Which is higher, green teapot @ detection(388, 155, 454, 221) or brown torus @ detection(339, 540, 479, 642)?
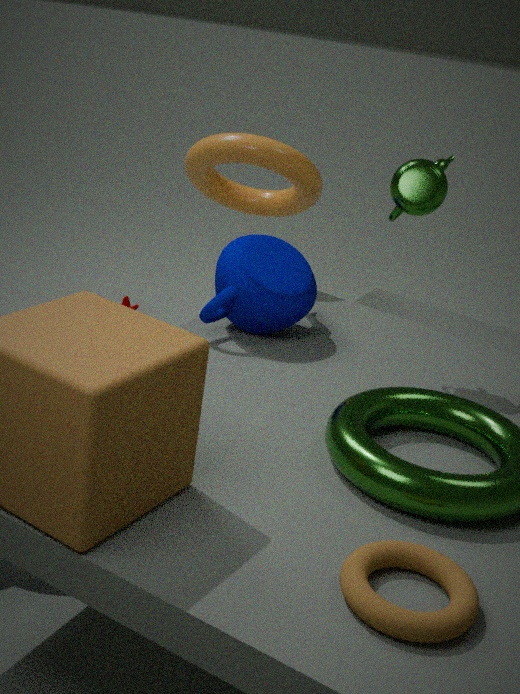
green teapot @ detection(388, 155, 454, 221)
